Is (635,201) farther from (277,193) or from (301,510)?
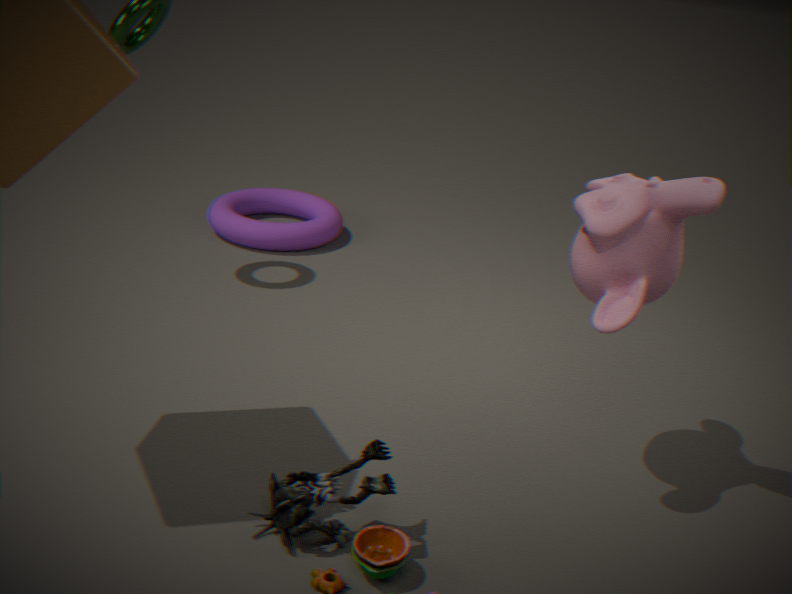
(277,193)
